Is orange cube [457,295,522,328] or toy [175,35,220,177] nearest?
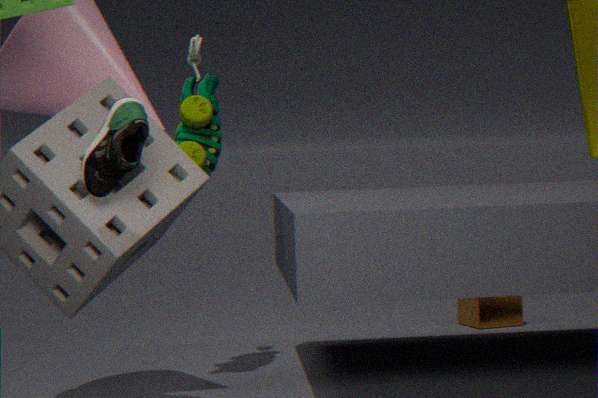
toy [175,35,220,177]
